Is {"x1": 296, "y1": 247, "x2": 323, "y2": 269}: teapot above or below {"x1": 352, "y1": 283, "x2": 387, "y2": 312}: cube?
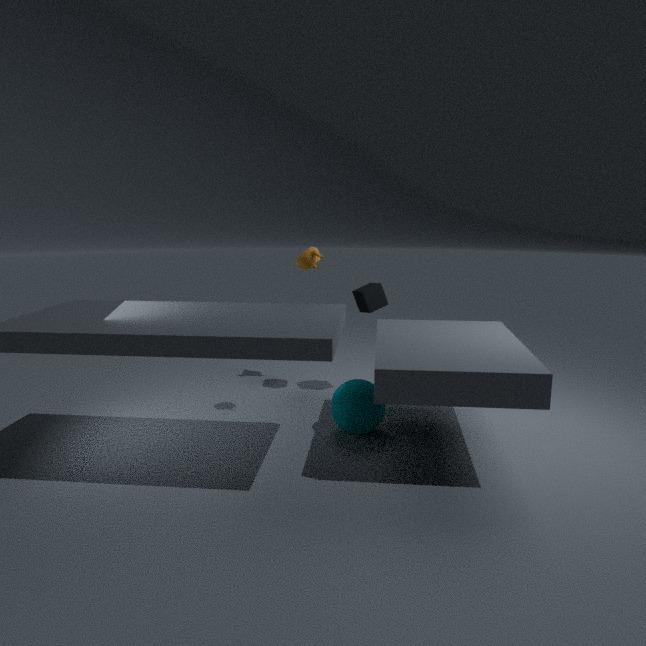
above
